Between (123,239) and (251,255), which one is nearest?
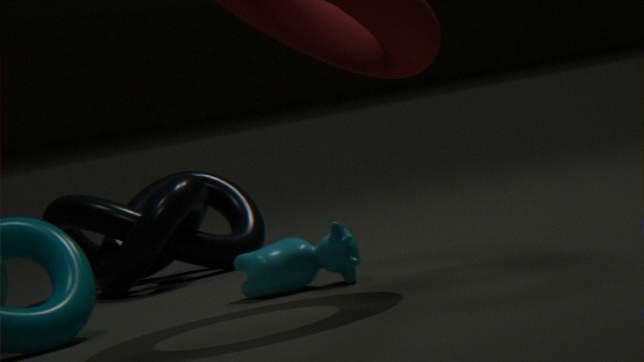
(251,255)
